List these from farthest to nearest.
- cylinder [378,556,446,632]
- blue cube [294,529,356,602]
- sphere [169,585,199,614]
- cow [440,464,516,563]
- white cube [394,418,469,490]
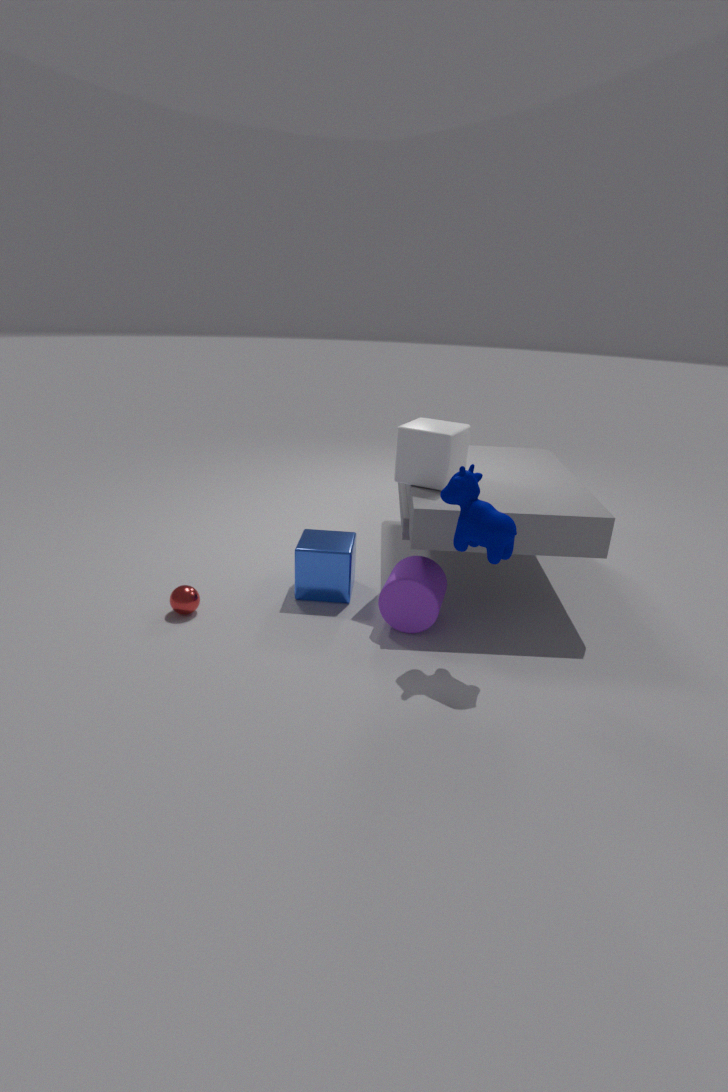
blue cube [294,529,356,602], white cube [394,418,469,490], sphere [169,585,199,614], cylinder [378,556,446,632], cow [440,464,516,563]
